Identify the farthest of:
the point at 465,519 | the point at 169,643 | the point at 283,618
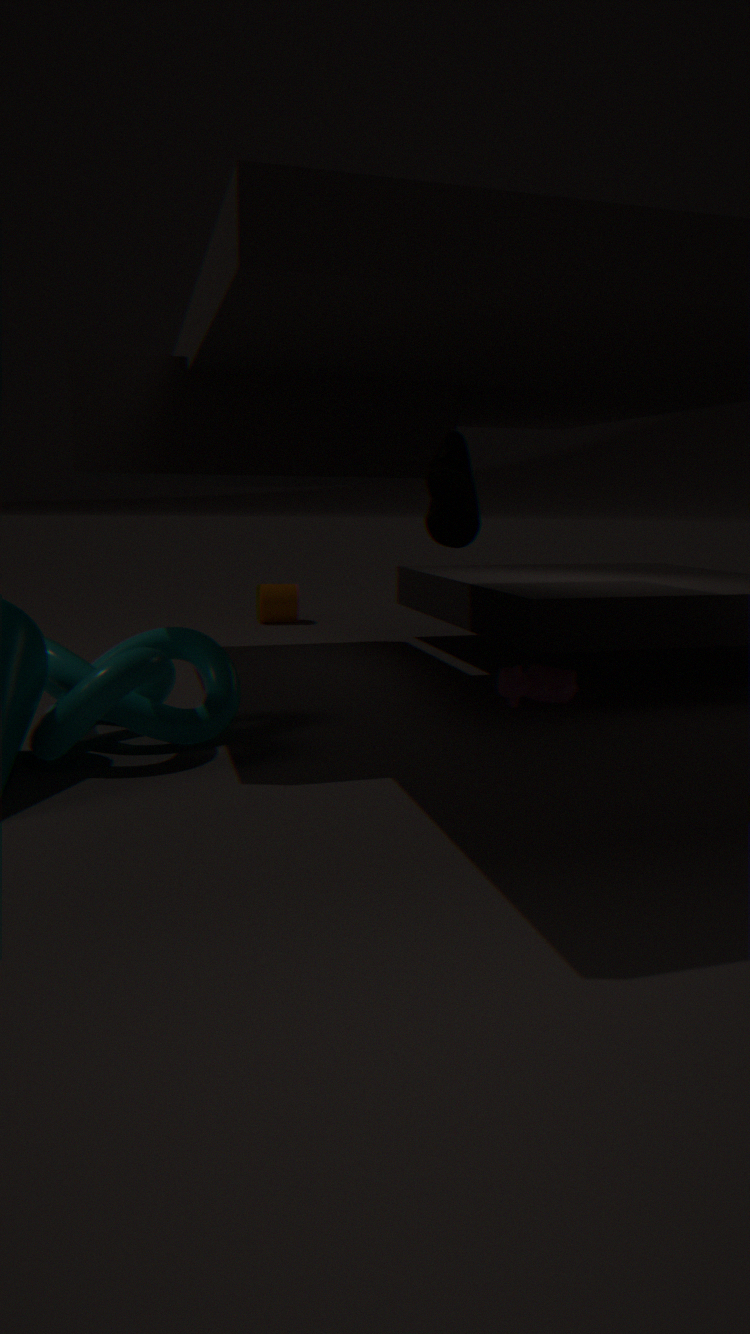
the point at 283,618
